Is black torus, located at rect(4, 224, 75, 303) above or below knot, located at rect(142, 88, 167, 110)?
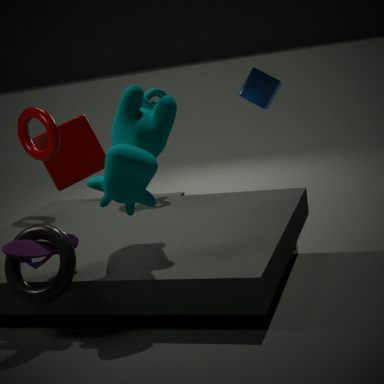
below
